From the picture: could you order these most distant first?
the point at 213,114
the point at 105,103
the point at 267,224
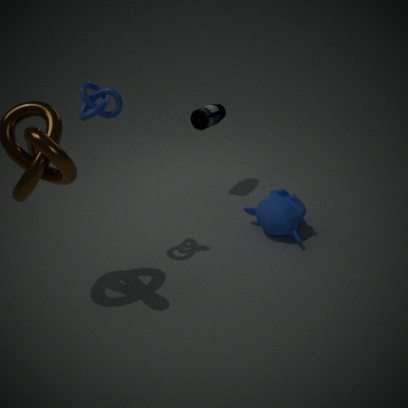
1. the point at 213,114
2. the point at 267,224
3. the point at 105,103
